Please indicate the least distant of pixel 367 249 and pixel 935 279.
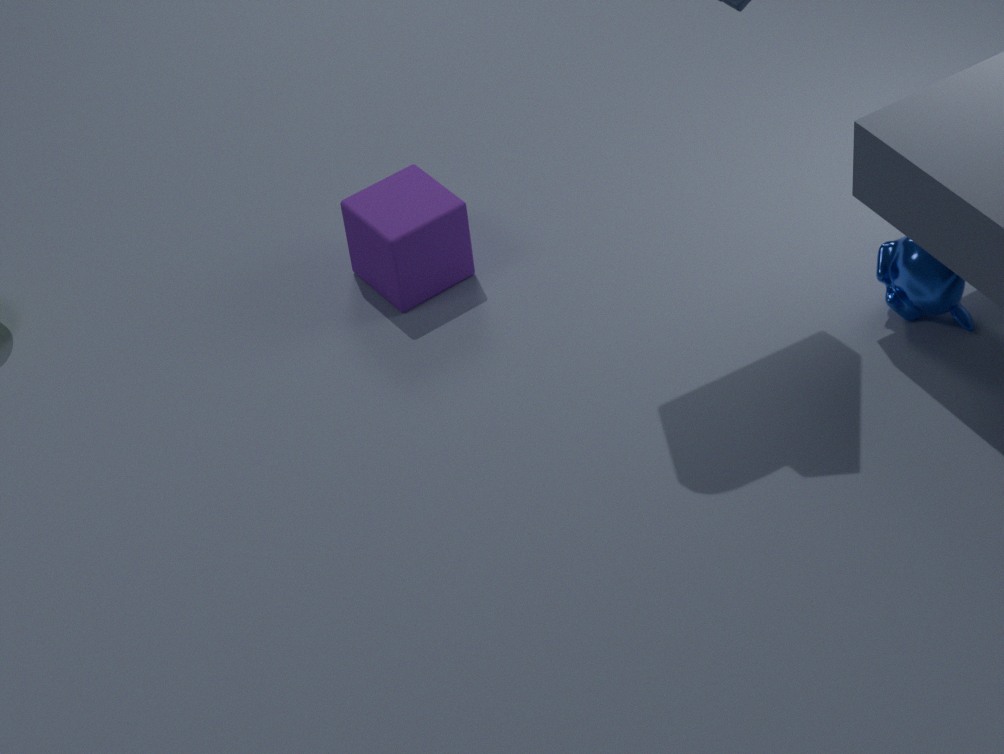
pixel 935 279
